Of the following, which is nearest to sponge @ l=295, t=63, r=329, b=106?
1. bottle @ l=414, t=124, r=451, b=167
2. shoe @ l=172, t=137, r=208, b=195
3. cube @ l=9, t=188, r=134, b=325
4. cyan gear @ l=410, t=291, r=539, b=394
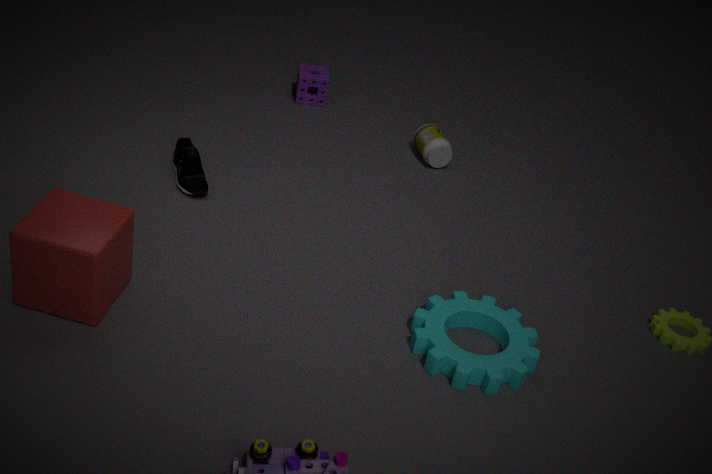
bottle @ l=414, t=124, r=451, b=167
